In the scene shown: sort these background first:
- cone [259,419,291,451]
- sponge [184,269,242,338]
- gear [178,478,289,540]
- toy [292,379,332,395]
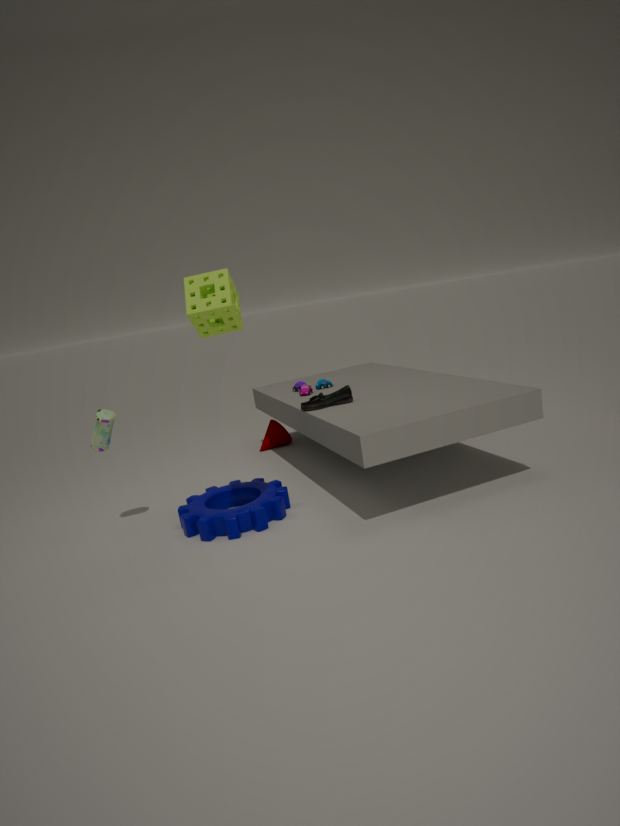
cone [259,419,291,451], toy [292,379,332,395], gear [178,478,289,540], sponge [184,269,242,338]
